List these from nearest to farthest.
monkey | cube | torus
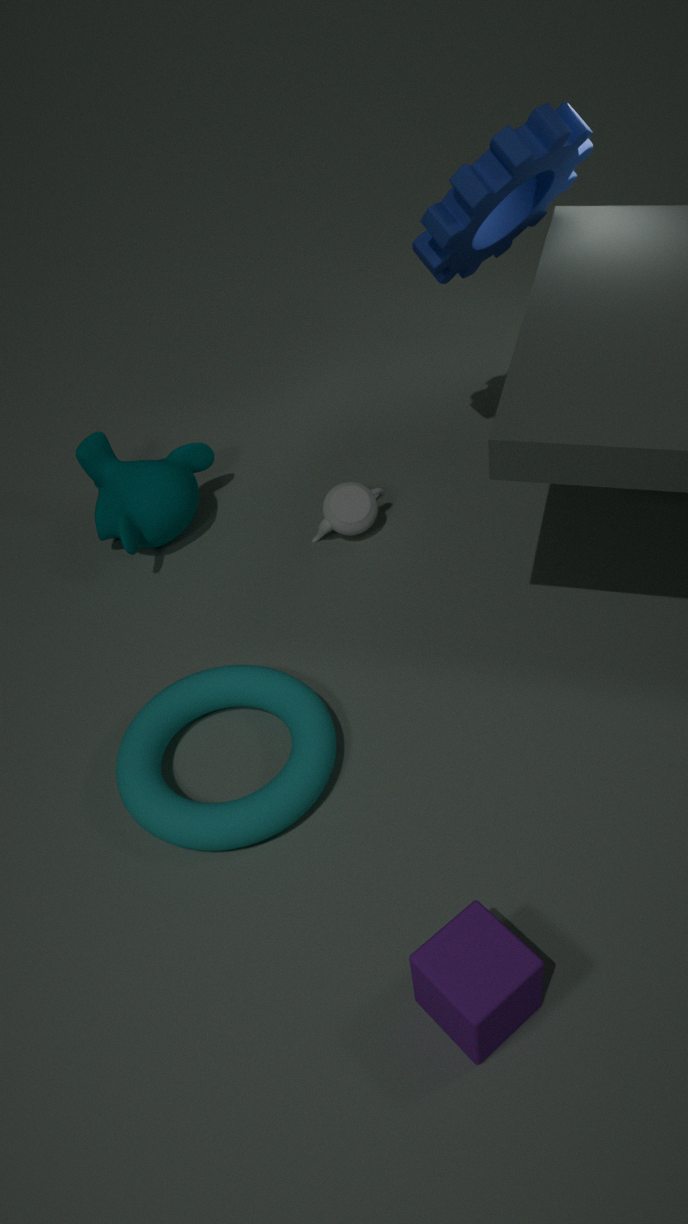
1. cube
2. torus
3. monkey
